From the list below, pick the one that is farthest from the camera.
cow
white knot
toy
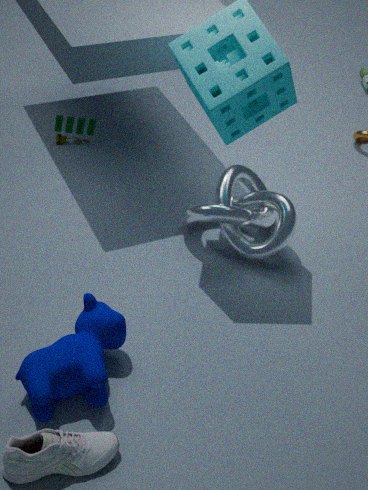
toy
